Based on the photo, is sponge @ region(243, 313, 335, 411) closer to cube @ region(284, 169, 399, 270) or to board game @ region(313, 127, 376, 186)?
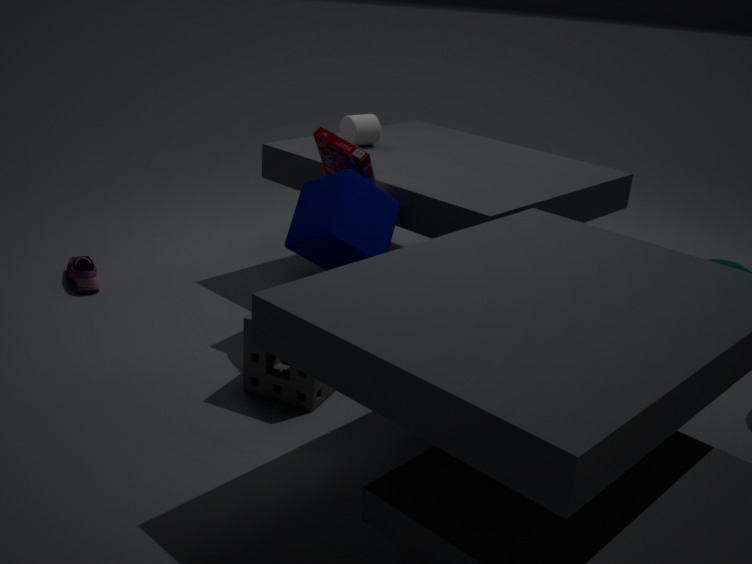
cube @ region(284, 169, 399, 270)
